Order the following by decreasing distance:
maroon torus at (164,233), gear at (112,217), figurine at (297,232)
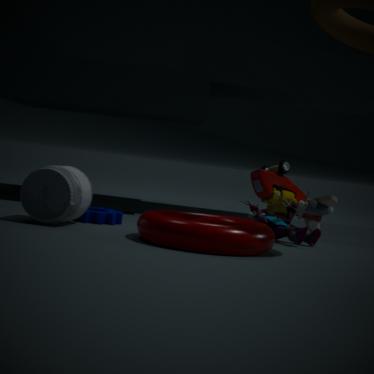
figurine at (297,232), gear at (112,217), maroon torus at (164,233)
